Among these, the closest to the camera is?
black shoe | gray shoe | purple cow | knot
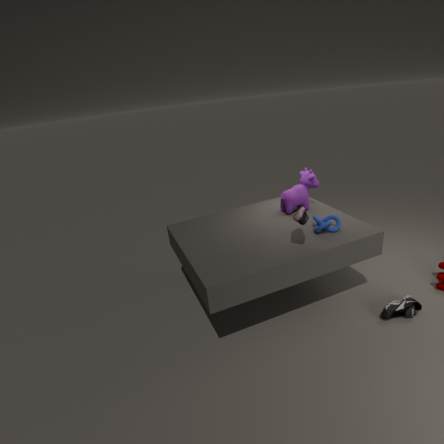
gray shoe
